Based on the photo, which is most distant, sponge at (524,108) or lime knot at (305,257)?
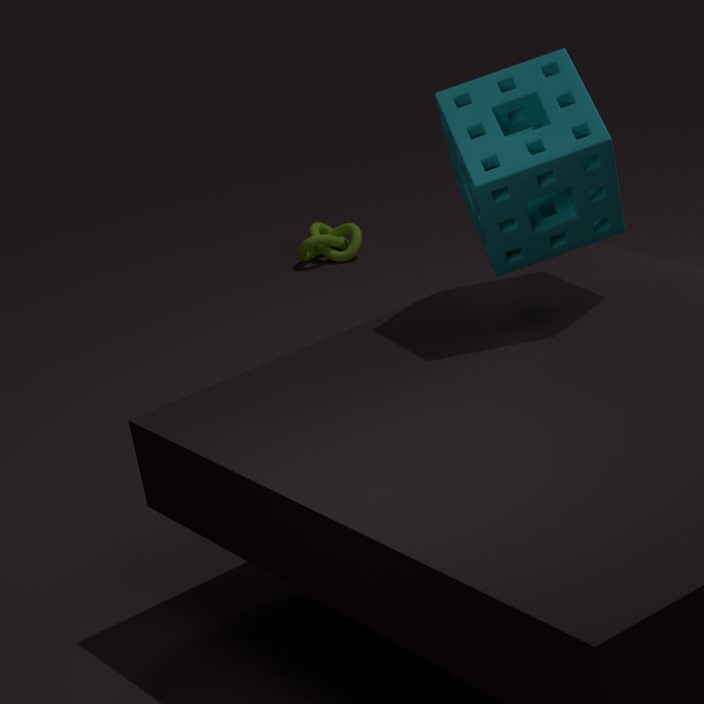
lime knot at (305,257)
